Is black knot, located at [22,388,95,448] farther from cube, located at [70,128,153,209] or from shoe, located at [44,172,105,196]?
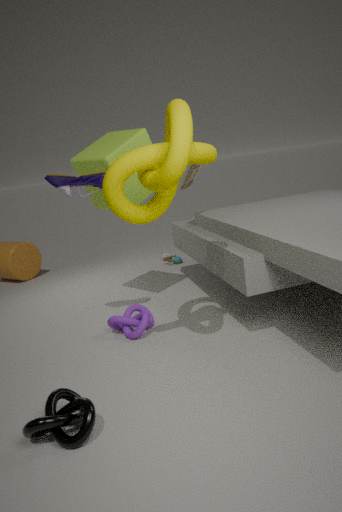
cube, located at [70,128,153,209]
